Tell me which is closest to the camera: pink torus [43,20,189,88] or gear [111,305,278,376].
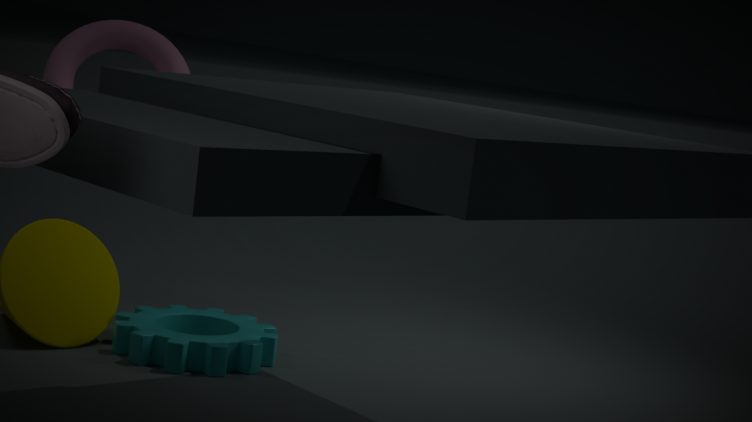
gear [111,305,278,376]
